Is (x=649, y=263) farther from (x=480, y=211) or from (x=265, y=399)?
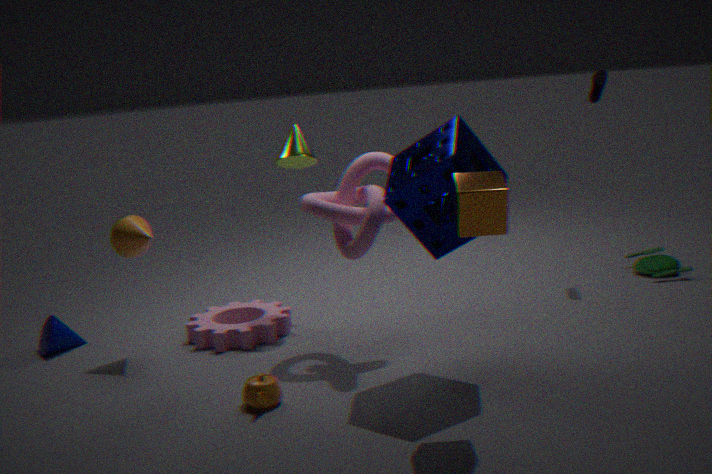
(x=265, y=399)
